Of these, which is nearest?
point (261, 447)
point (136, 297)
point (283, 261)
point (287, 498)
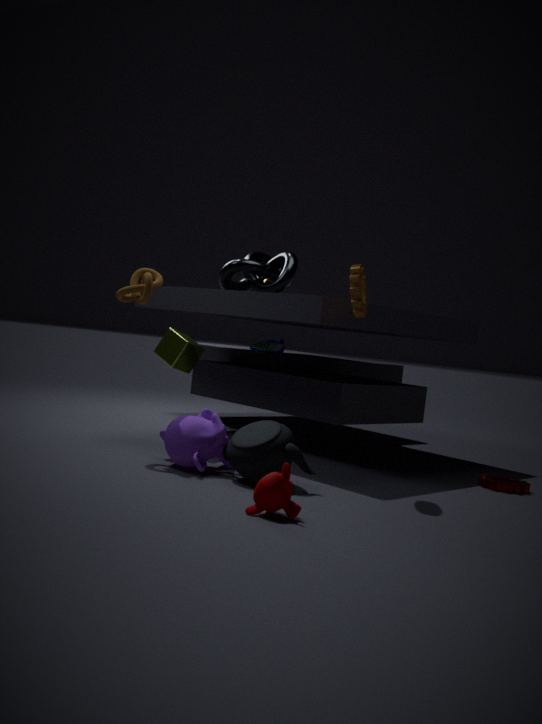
point (287, 498)
